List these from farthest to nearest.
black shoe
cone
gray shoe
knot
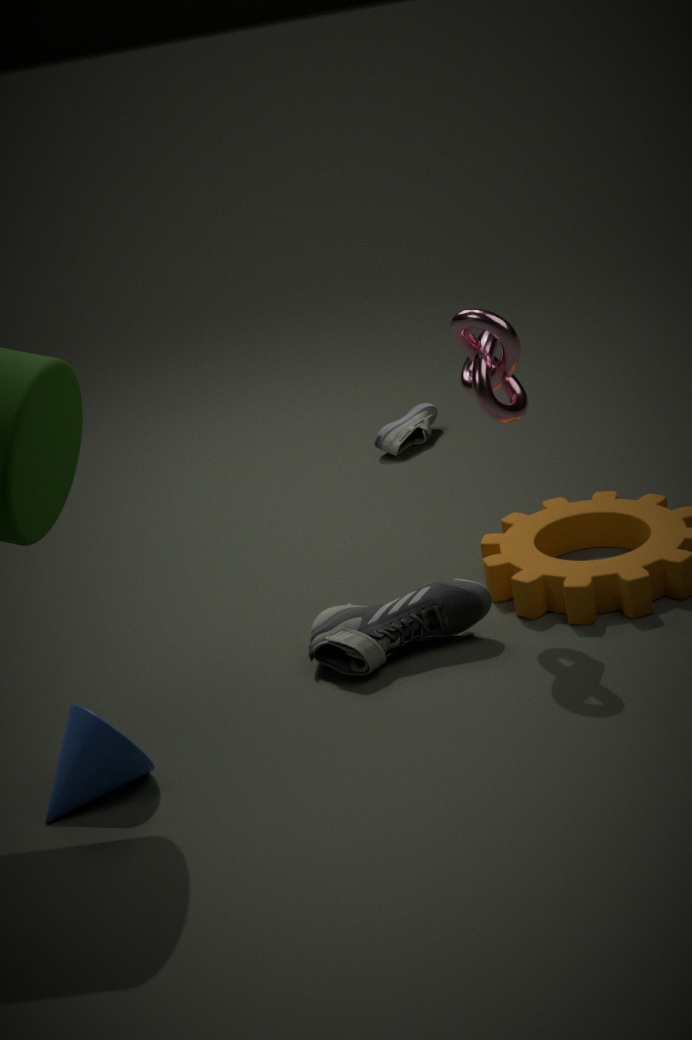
gray shoe, black shoe, knot, cone
